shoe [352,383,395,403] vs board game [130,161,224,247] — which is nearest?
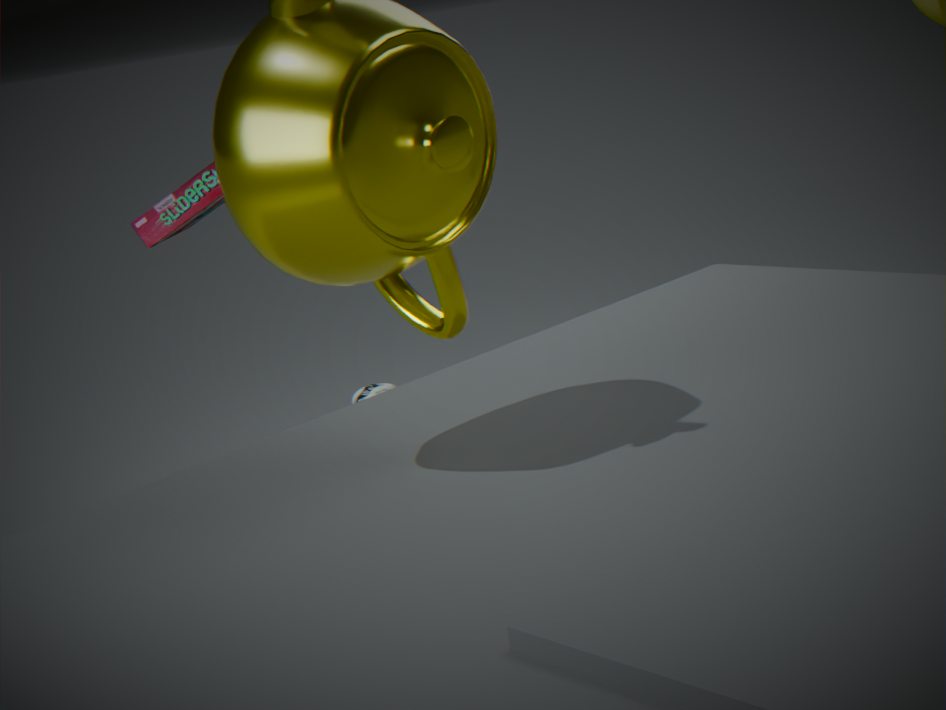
board game [130,161,224,247]
